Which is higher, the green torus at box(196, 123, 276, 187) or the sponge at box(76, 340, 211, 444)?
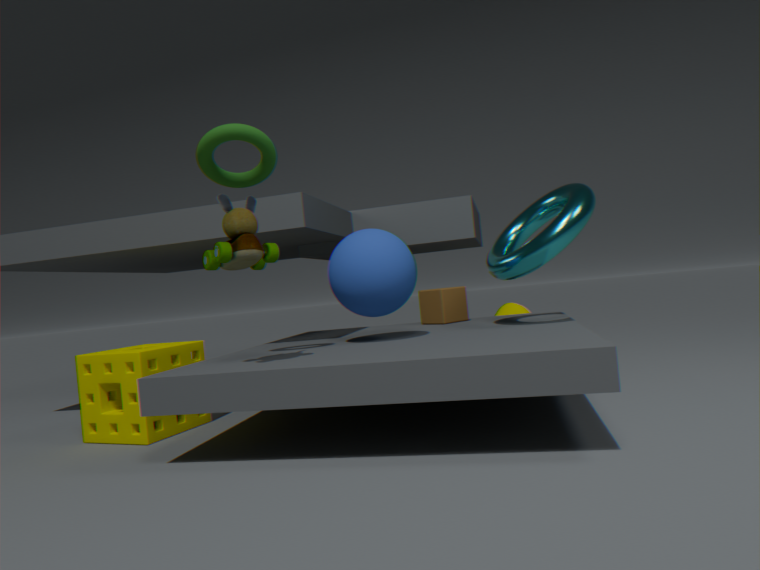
the green torus at box(196, 123, 276, 187)
